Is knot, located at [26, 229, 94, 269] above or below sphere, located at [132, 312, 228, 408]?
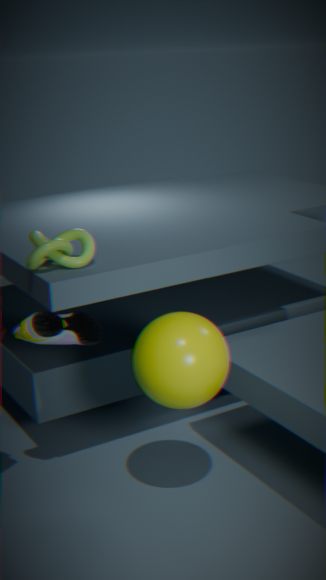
above
